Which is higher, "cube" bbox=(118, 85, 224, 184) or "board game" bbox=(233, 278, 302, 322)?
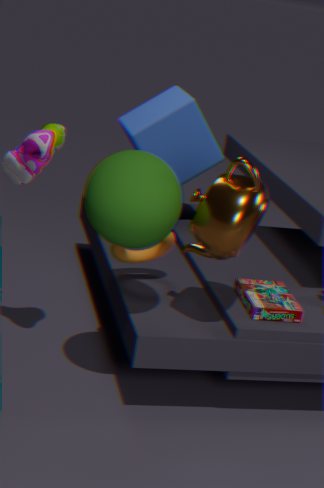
"cube" bbox=(118, 85, 224, 184)
